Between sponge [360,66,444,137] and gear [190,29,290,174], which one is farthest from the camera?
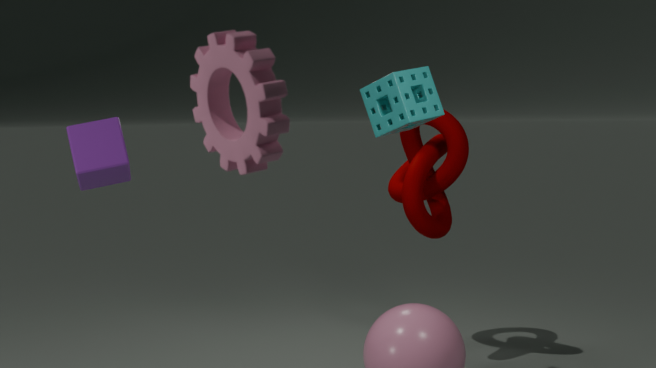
sponge [360,66,444,137]
